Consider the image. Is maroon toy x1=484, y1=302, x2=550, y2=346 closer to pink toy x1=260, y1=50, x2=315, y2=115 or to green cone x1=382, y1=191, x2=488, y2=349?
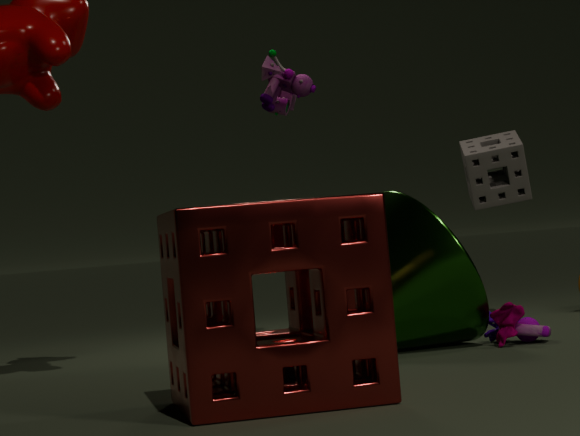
green cone x1=382, y1=191, x2=488, y2=349
